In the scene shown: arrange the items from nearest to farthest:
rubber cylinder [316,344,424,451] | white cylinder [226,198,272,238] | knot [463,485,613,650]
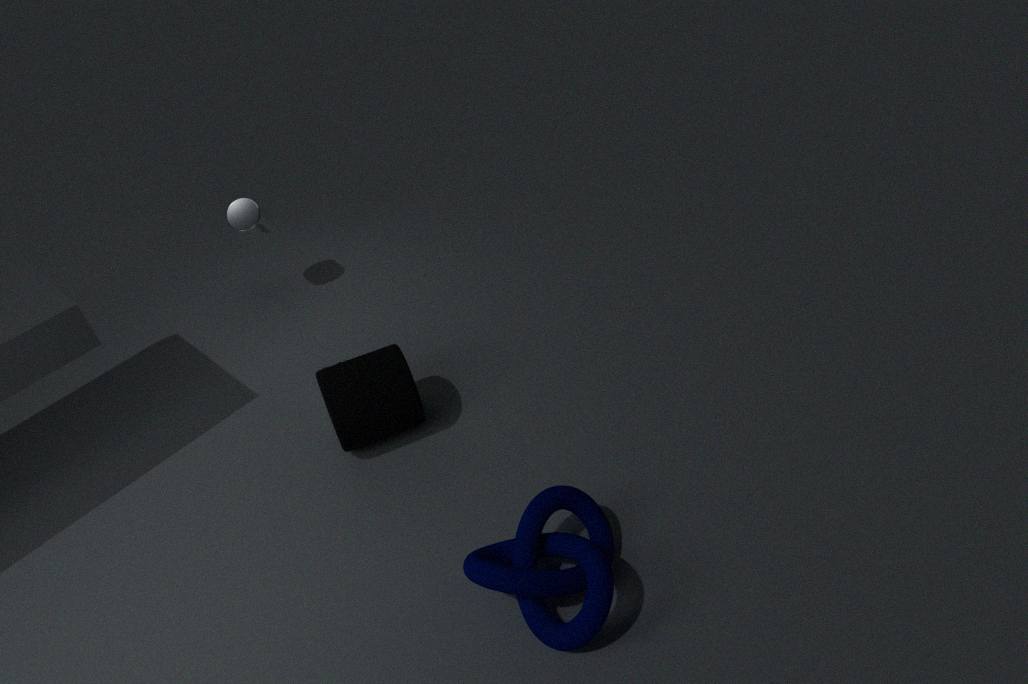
knot [463,485,613,650]
rubber cylinder [316,344,424,451]
white cylinder [226,198,272,238]
